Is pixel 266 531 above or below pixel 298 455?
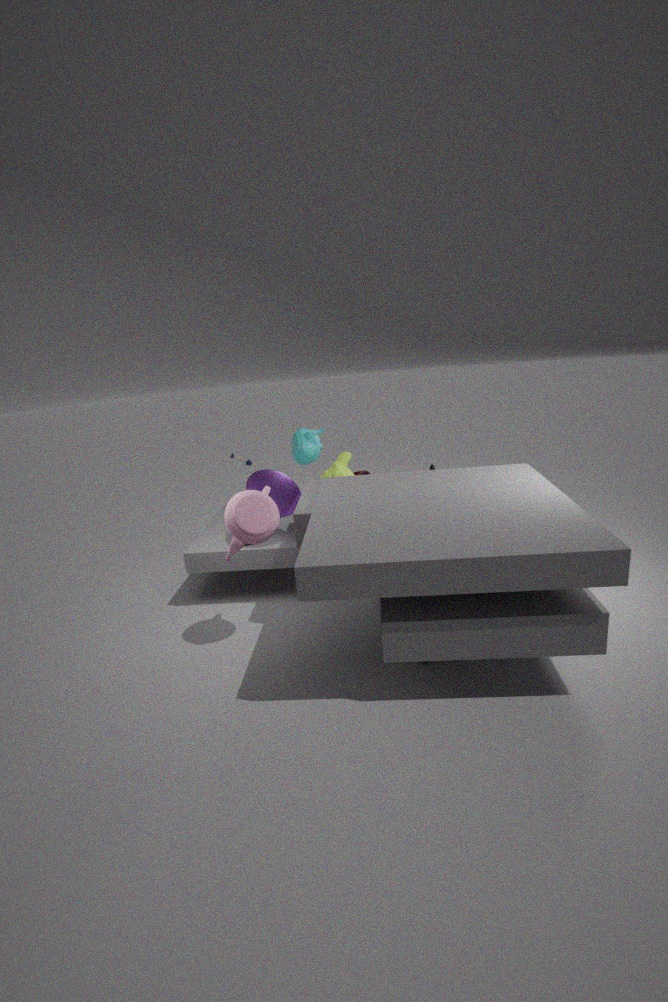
below
